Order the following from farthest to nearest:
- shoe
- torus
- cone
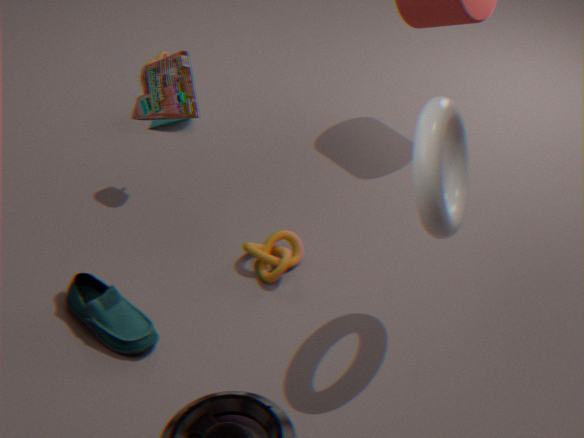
cone < shoe < torus
